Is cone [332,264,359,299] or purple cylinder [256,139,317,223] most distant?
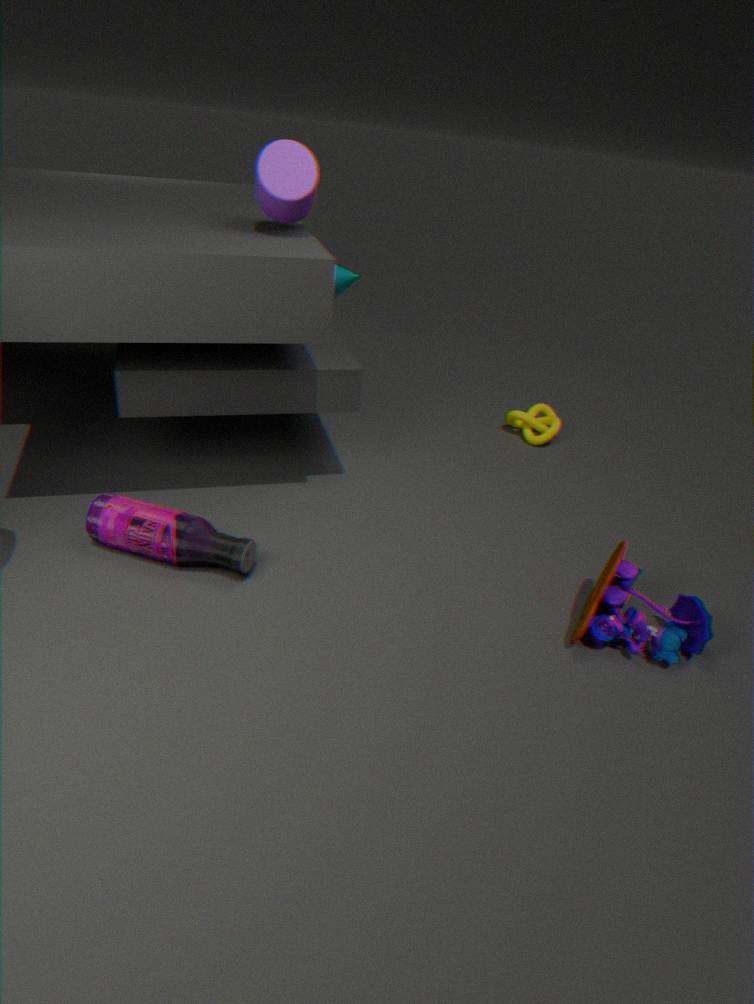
cone [332,264,359,299]
